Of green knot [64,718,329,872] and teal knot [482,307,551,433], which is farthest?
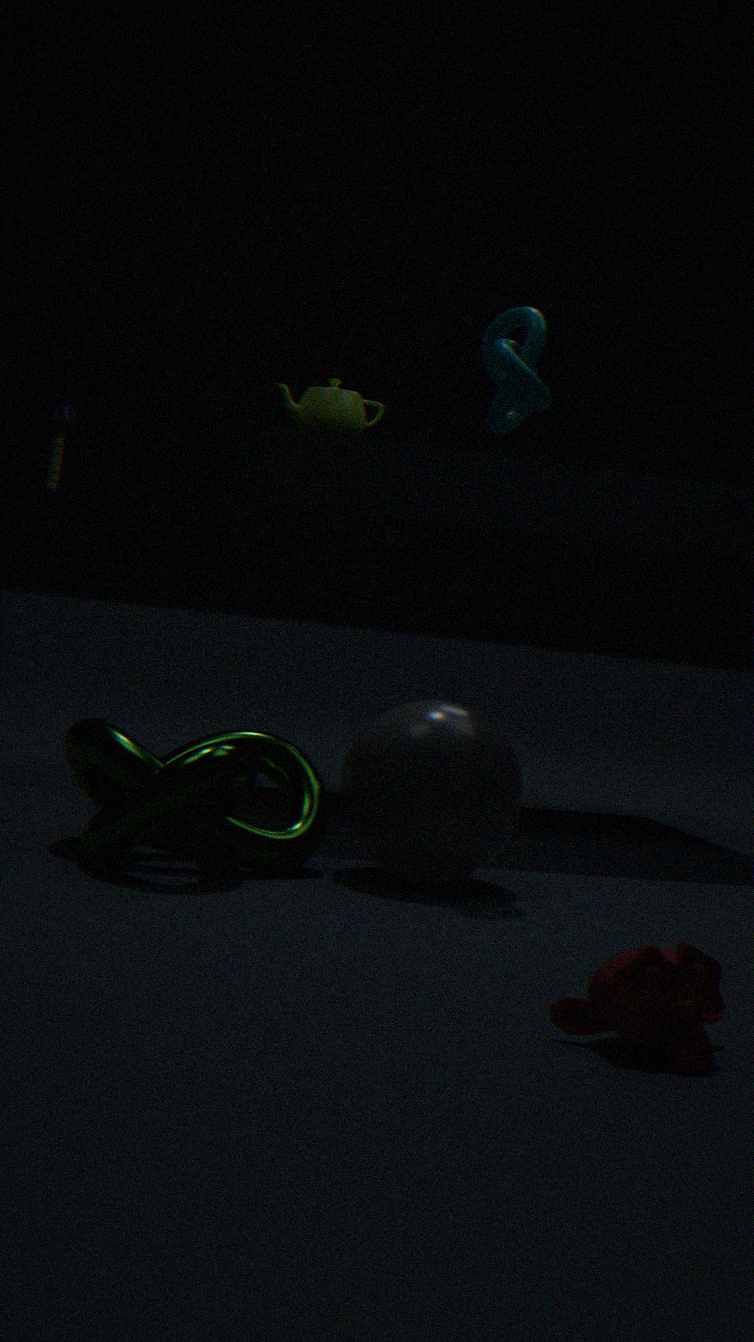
teal knot [482,307,551,433]
